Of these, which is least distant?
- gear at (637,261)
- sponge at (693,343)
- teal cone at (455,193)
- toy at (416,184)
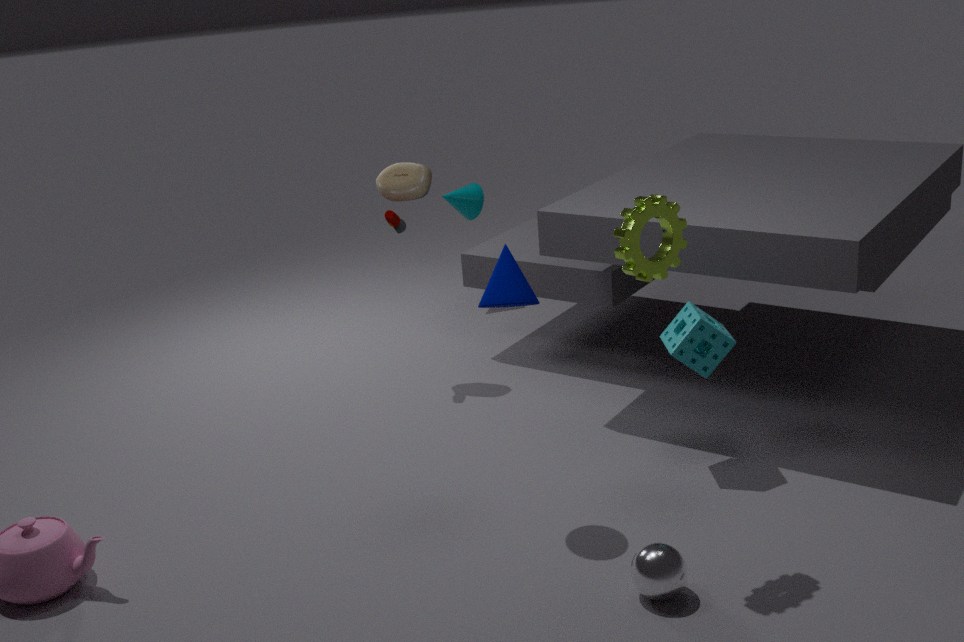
gear at (637,261)
